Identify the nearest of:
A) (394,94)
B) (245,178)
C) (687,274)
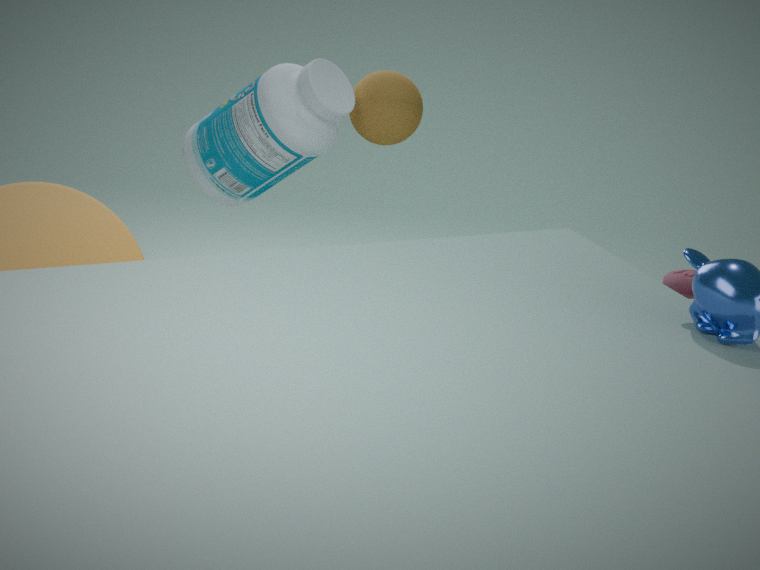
(394,94)
